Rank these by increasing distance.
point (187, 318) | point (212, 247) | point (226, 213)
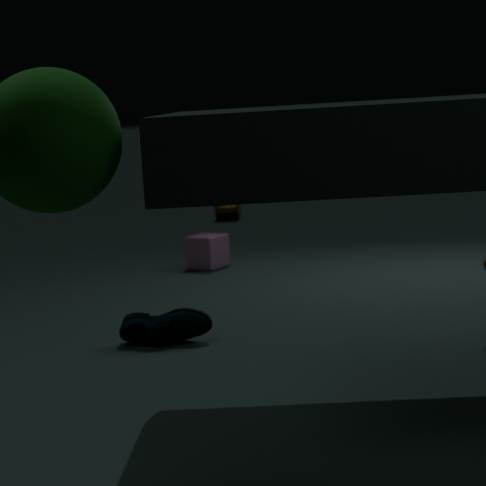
point (187, 318) < point (212, 247) < point (226, 213)
